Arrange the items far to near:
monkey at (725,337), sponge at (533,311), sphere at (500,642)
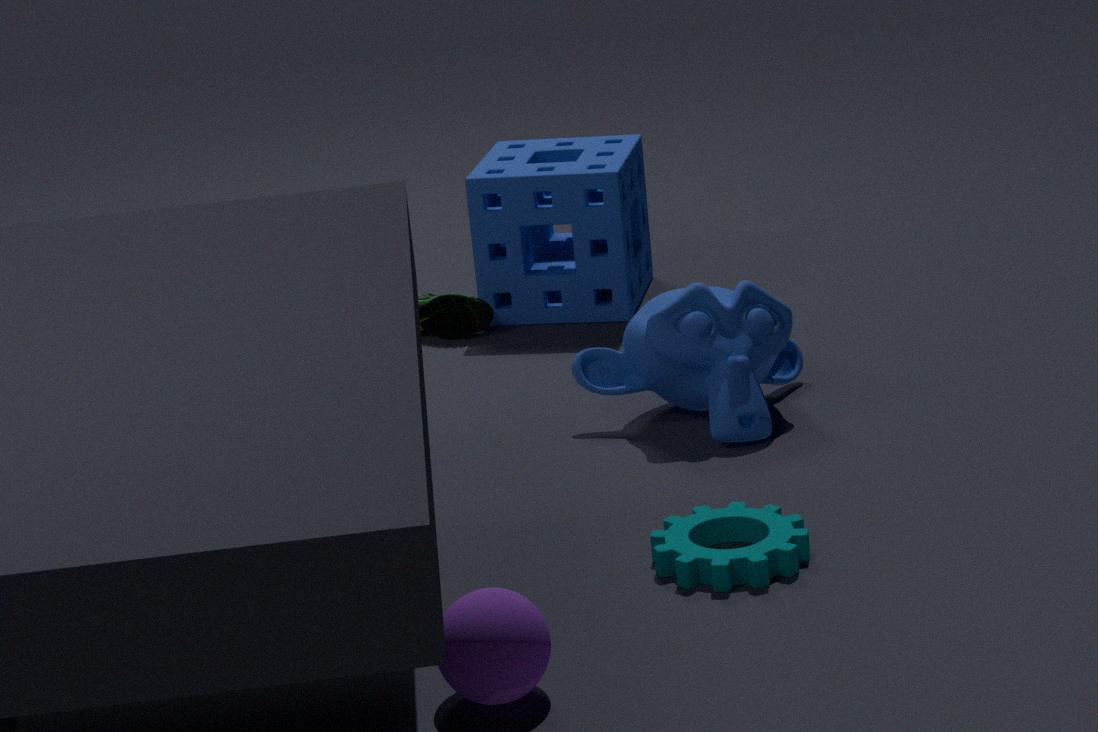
sponge at (533,311) → monkey at (725,337) → sphere at (500,642)
